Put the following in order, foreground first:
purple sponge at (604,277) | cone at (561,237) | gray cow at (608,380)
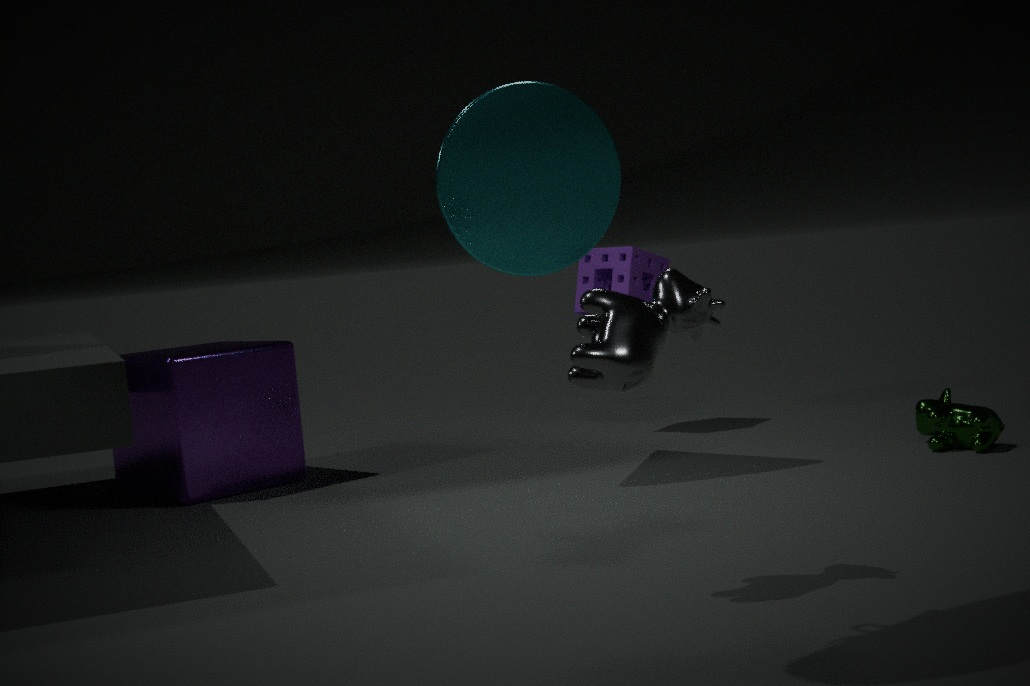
gray cow at (608,380) → cone at (561,237) → purple sponge at (604,277)
